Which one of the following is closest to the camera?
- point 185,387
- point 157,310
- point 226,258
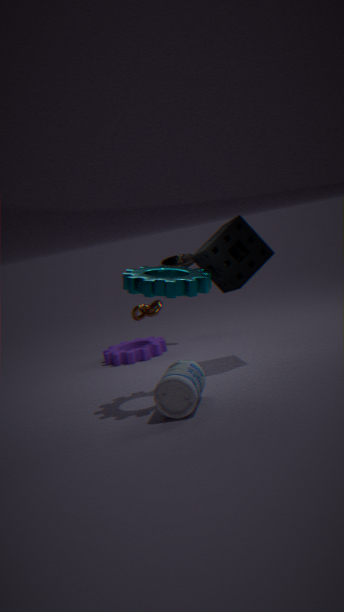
point 185,387
